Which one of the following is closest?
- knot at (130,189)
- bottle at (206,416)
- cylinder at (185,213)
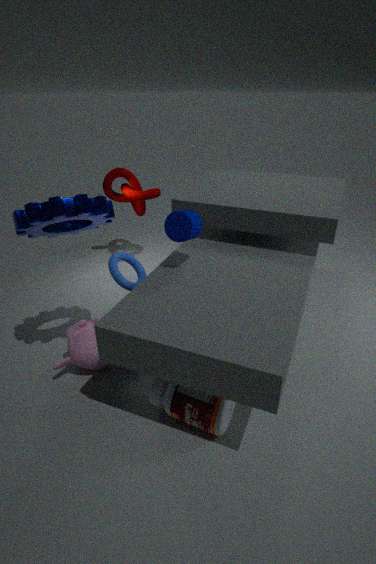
bottle at (206,416)
